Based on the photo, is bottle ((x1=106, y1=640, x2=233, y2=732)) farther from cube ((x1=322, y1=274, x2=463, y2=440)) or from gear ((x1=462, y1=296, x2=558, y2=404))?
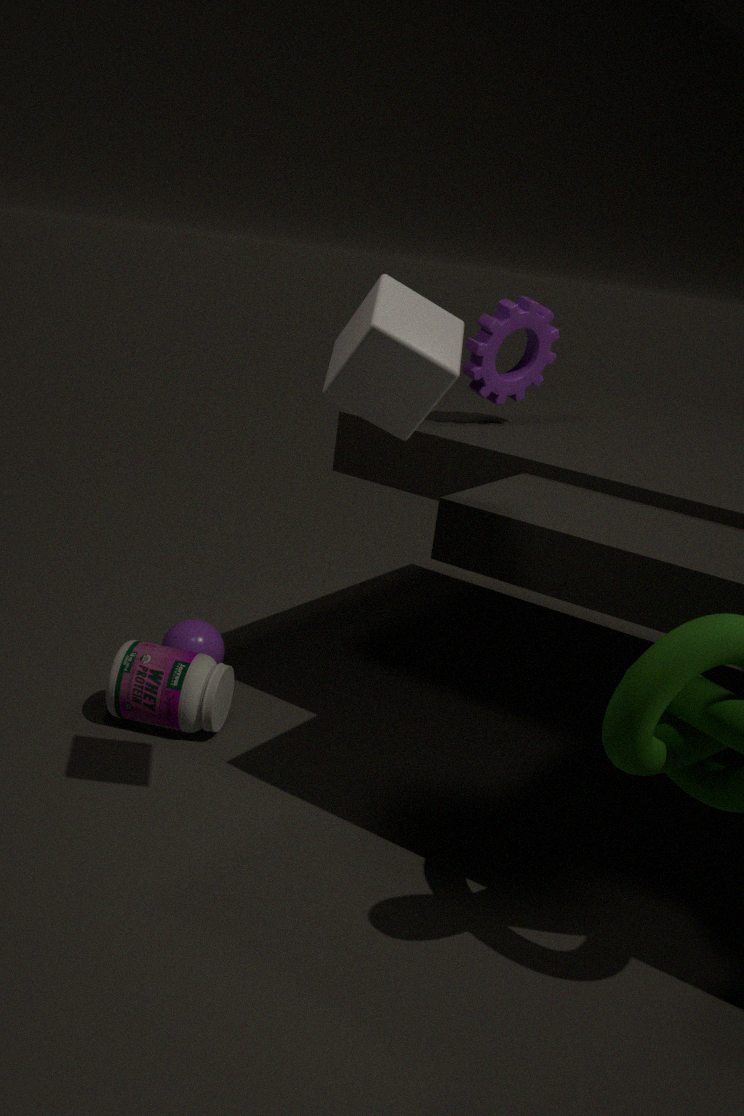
cube ((x1=322, y1=274, x2=463, y2=440))
